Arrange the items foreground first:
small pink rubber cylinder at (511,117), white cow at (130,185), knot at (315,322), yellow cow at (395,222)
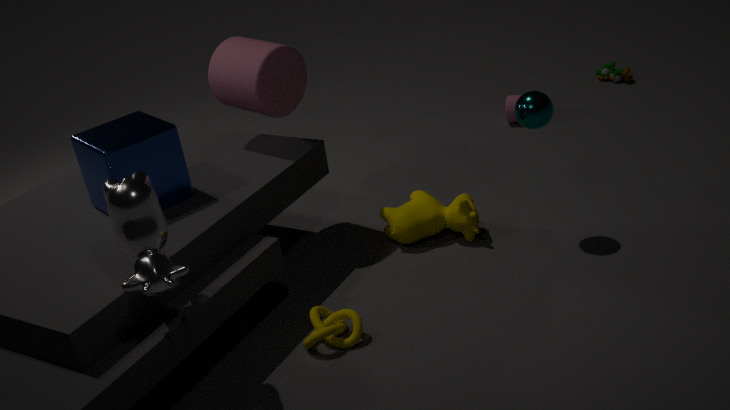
1. white cow at (130,185)
2. knot at (315,322)
3. yellow cow at (395,222)
4. small pink rubber cylinder at (511,117)
